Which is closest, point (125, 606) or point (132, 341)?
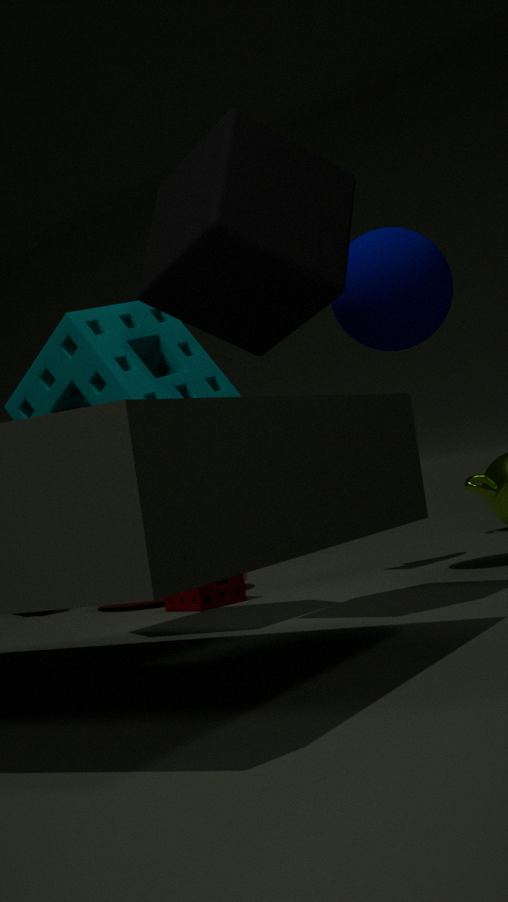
point (132, 341)
